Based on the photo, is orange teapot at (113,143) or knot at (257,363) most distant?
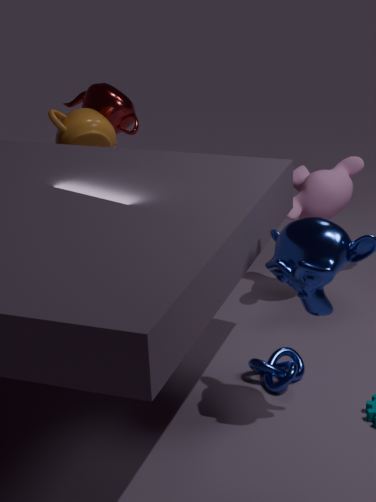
orange teapot at (113,143)
